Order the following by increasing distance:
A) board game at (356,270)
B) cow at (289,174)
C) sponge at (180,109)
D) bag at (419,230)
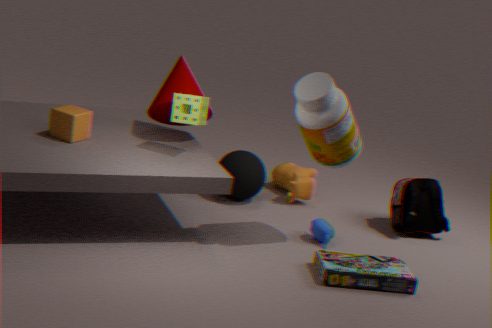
board game at (356,270) < sponge at (180,109) < bag at (419,230) < cow at (289,174)
